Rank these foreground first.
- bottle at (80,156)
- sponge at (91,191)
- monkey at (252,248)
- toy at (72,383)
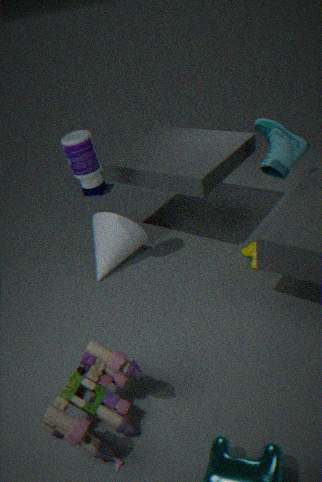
toy at (72,383) < bottle at (80,156) < monkey at (252,248) < sponge at (91,191)
